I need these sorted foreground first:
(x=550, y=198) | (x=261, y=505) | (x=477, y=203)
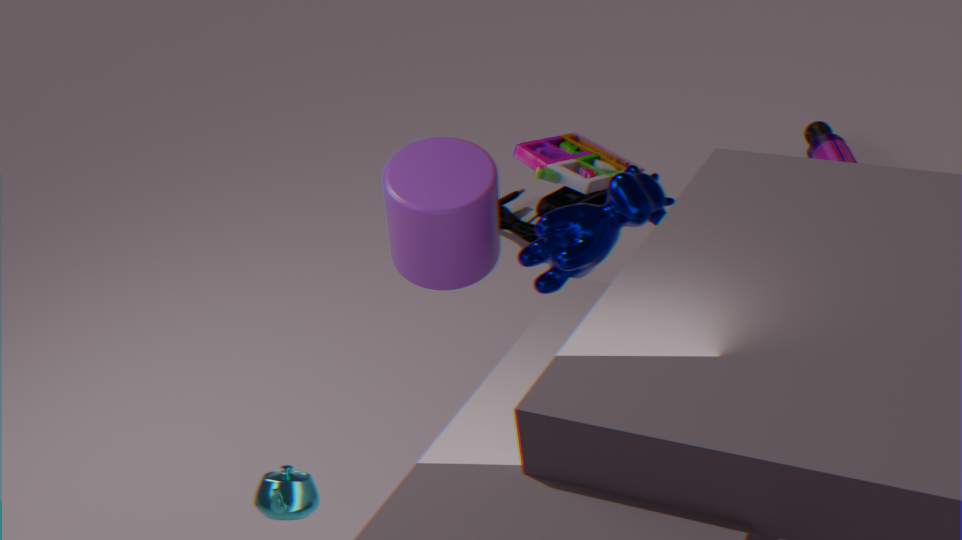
(x=261, y=505), (x=477, y=203), (x=550, y=198)
